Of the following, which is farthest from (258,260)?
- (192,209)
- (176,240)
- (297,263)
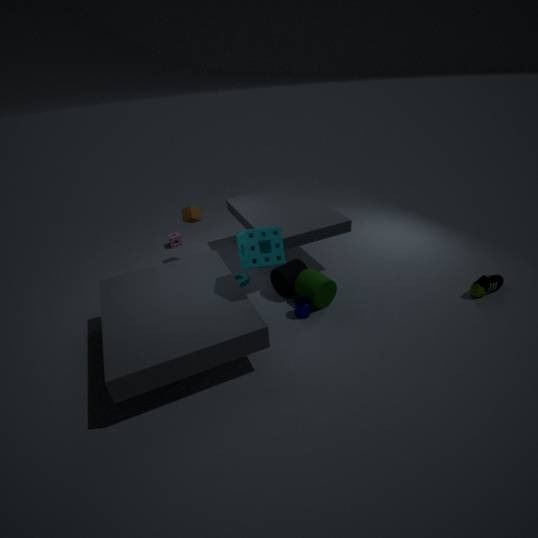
(176,240)
